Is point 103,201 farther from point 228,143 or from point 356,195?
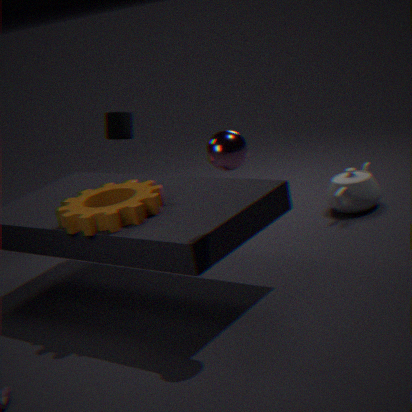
point 356,195
